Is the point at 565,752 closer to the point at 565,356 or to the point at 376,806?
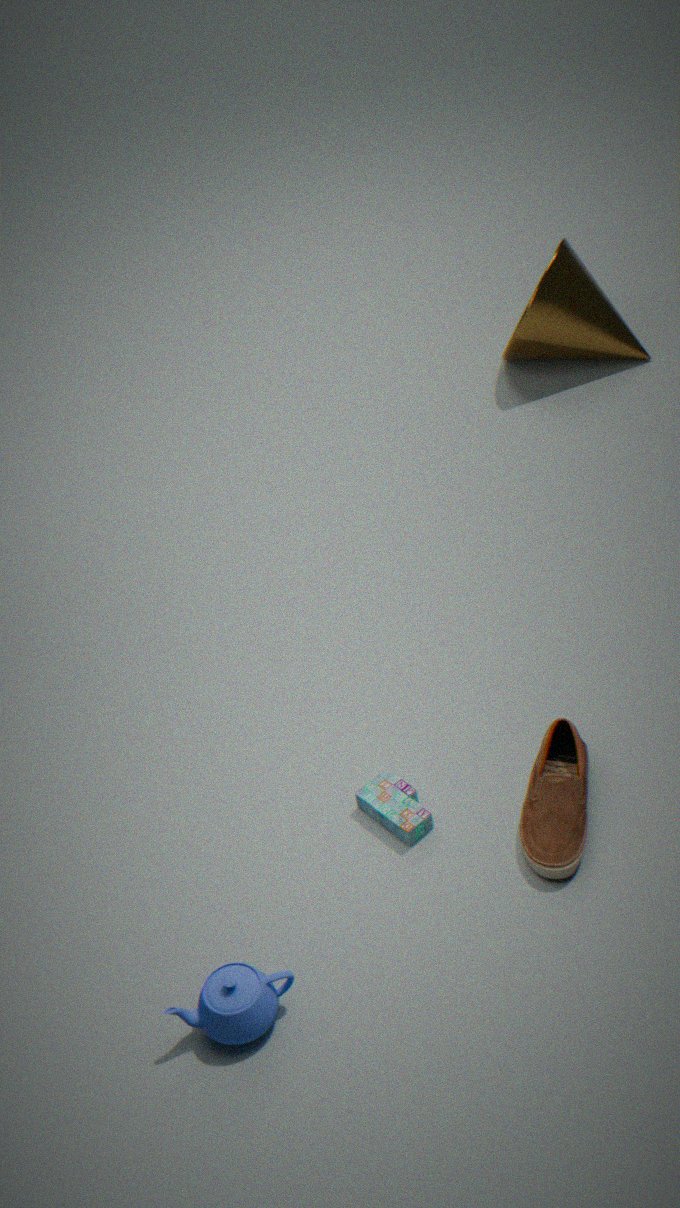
the point at 376,806
